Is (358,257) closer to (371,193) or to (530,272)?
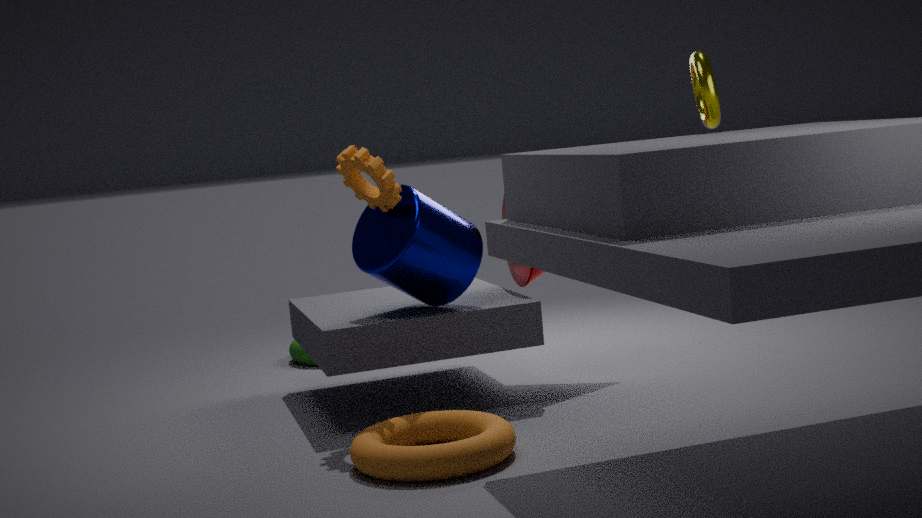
(371,193)
